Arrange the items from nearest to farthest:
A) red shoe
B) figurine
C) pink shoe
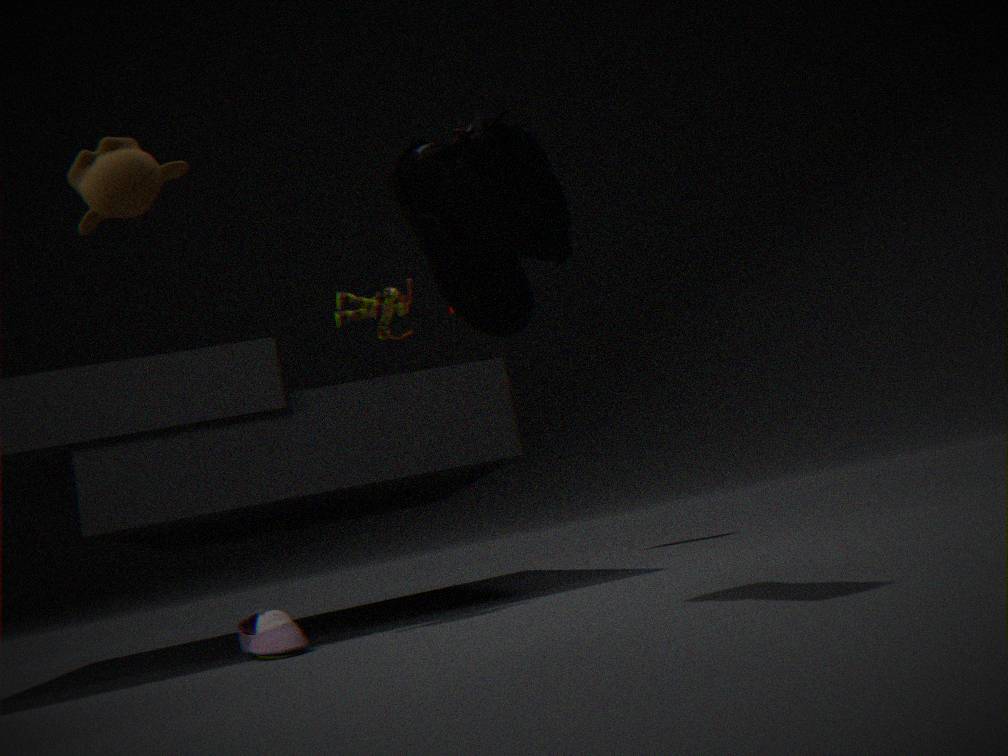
red shoe
pink shoe
figurine
